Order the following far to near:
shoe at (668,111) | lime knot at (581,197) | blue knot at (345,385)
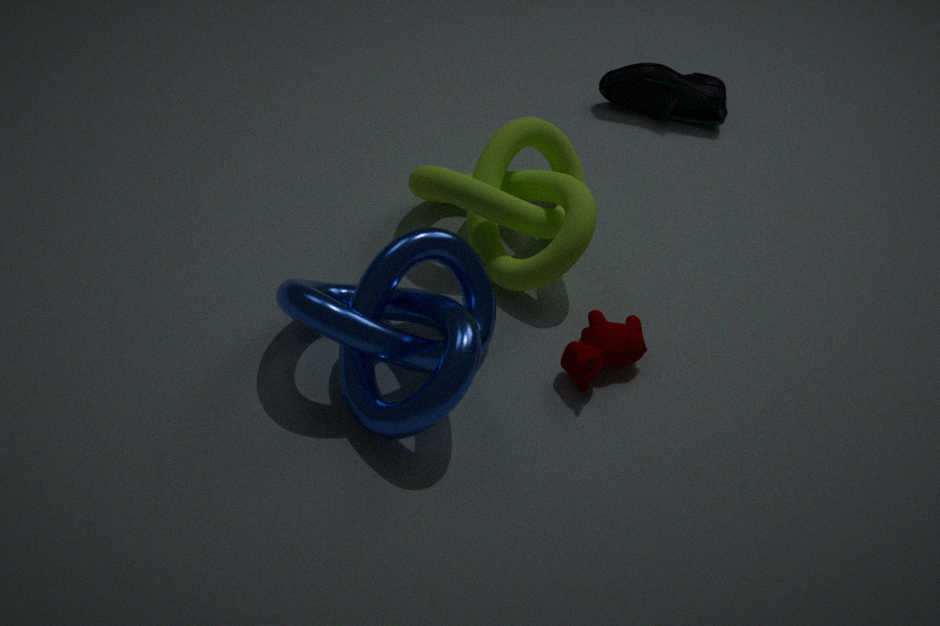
shoe at (668,111), lime knot at (581,197), blue knot at (345,385)
